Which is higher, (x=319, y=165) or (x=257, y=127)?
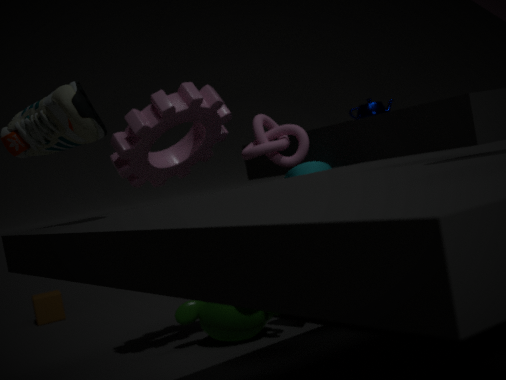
(x=257, y=127)
